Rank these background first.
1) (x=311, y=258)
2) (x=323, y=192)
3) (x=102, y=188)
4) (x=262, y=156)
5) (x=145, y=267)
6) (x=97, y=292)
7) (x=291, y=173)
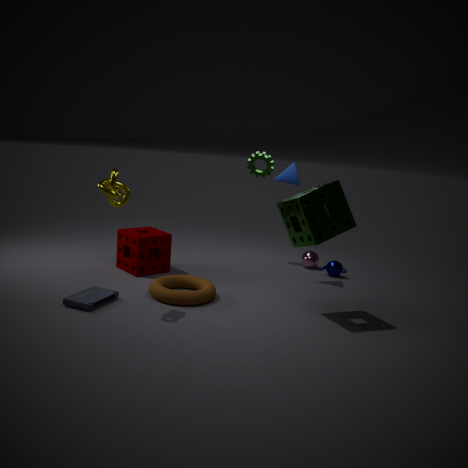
1. (x=311, y=258) → 4. (x=262, y=156) → 5. (x=145, y=267) → 7. (x=291, y=173) → 6. (x=97, y=292) → 2. (x=323, y=192) → 3. (x=102, y=188)
